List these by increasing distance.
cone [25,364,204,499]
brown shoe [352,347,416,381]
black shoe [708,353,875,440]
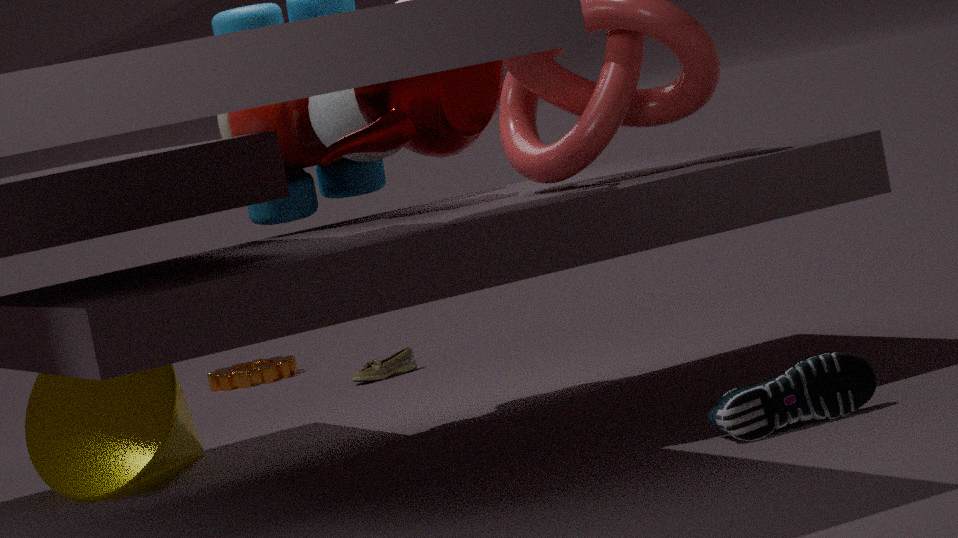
1. black shoe [708,353,875,440]
2. cone [25,364,204,499]
3. brown shoe [352,347,416,381]
